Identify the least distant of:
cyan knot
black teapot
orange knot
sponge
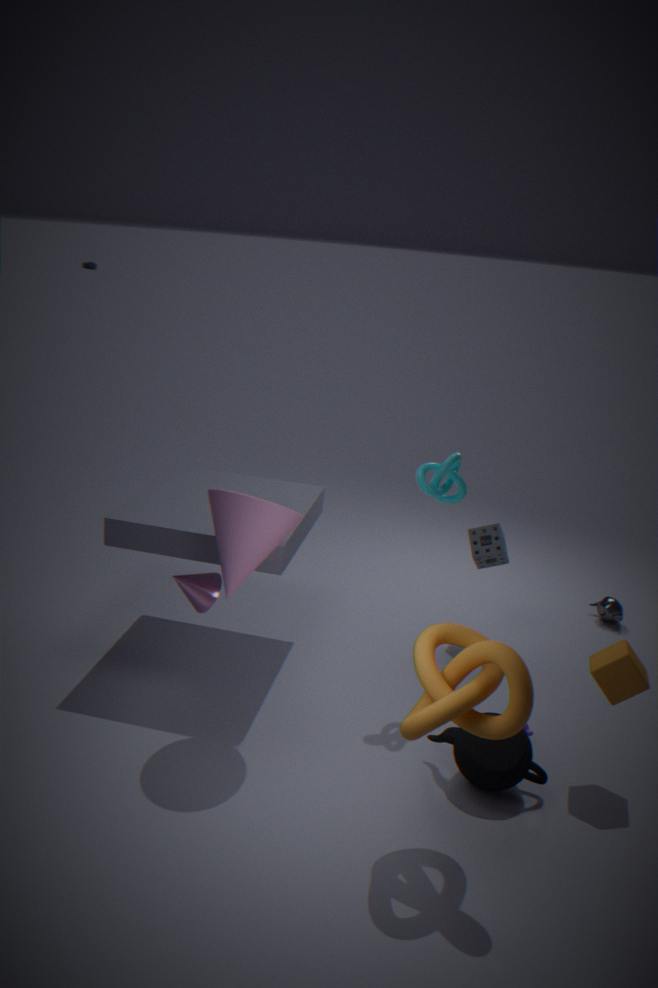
orange knot
